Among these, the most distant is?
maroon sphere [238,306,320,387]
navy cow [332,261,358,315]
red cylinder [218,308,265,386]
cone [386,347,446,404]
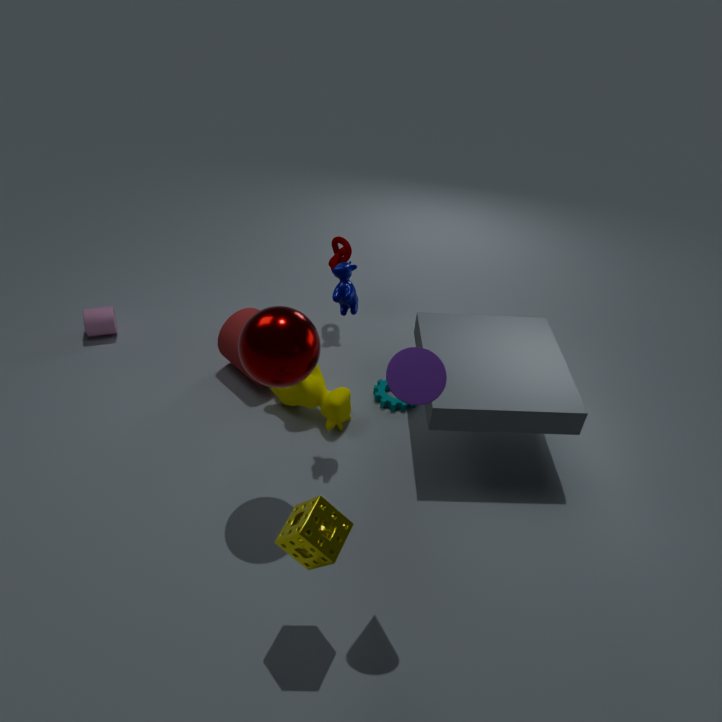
red cylinder [218,308,265,386]
